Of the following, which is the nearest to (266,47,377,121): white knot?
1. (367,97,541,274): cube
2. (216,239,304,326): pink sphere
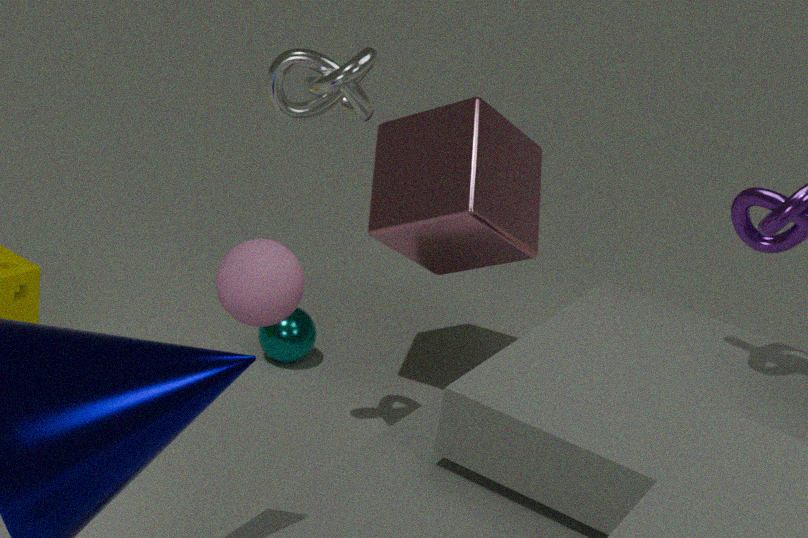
(216,239,304,326): pink sphere
